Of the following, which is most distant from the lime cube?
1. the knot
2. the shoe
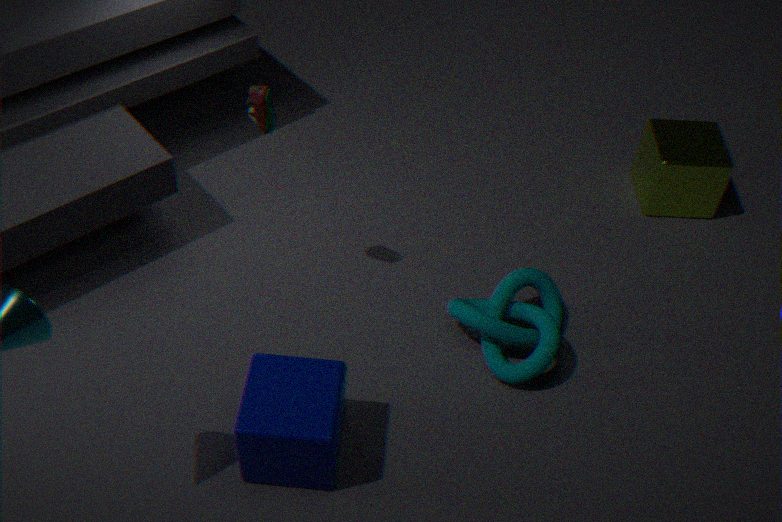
the shoe
